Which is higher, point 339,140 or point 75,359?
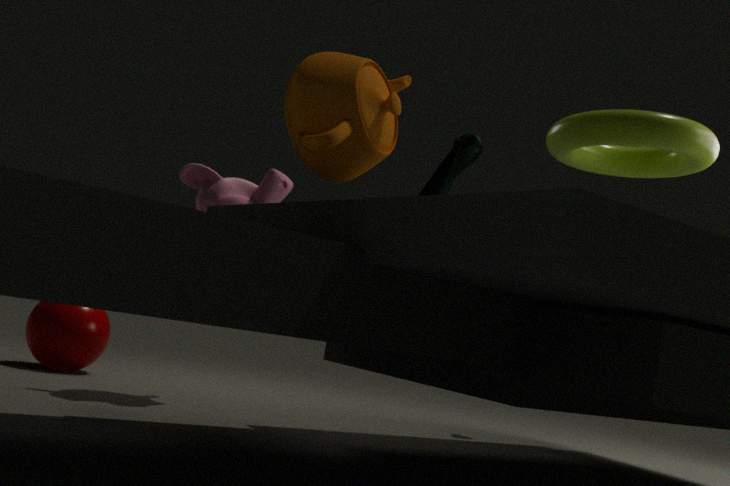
point 339,140
